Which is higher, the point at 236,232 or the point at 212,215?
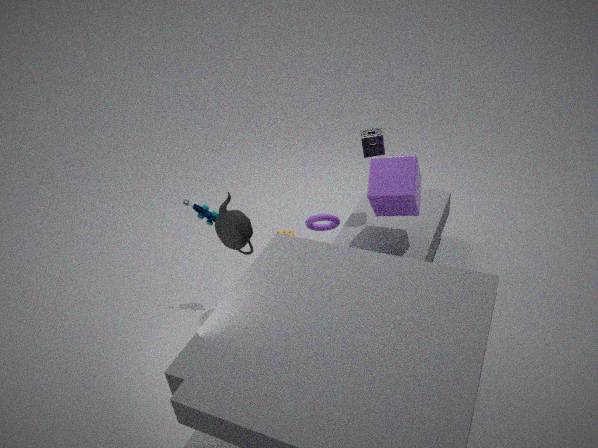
the point at 212,215
